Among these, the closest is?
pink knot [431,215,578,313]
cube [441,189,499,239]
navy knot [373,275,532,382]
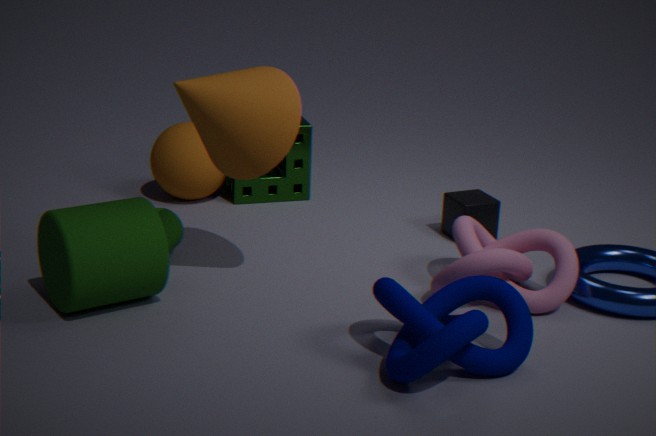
navy knot [373,275,532,382]
